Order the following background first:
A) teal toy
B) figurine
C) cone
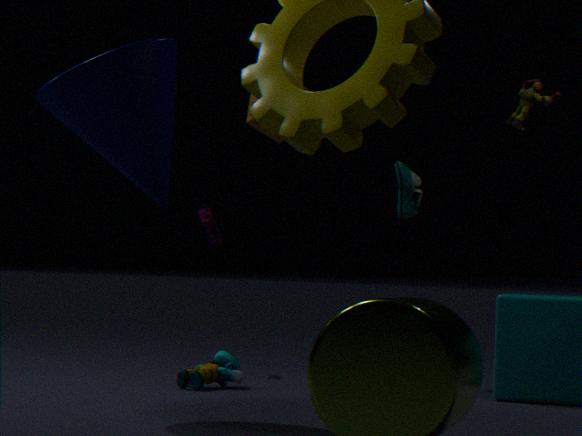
figurine < teal toy < cone
